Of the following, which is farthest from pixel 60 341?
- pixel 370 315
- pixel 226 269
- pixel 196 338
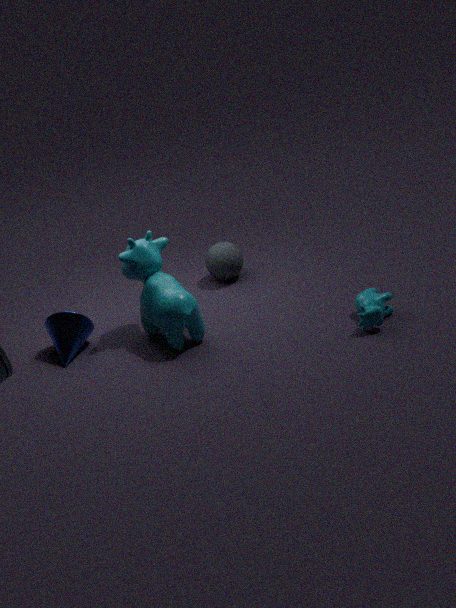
pixel 370 315
